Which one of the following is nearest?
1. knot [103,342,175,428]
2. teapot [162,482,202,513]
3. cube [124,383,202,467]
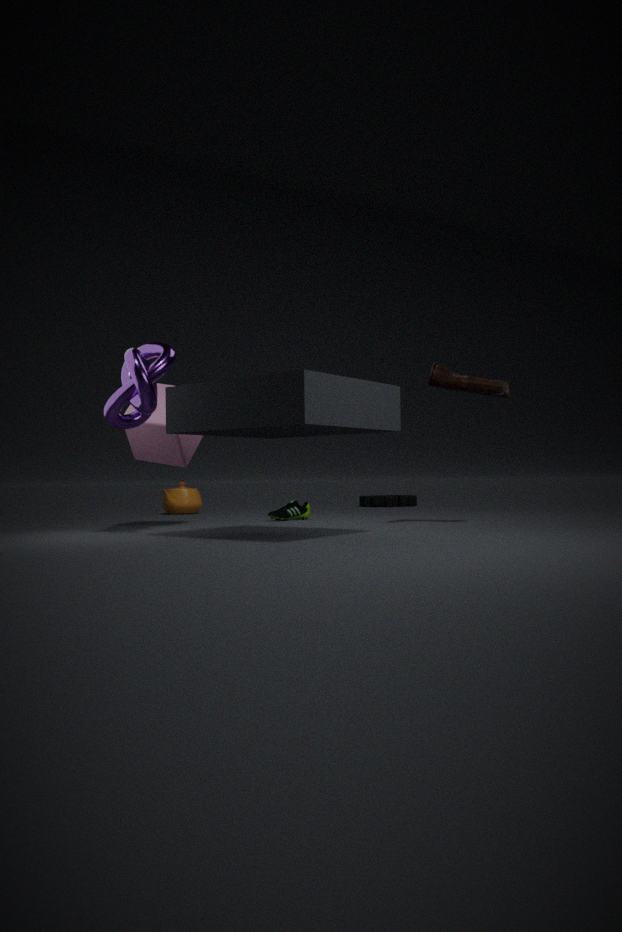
knot [103,342,175,428]
